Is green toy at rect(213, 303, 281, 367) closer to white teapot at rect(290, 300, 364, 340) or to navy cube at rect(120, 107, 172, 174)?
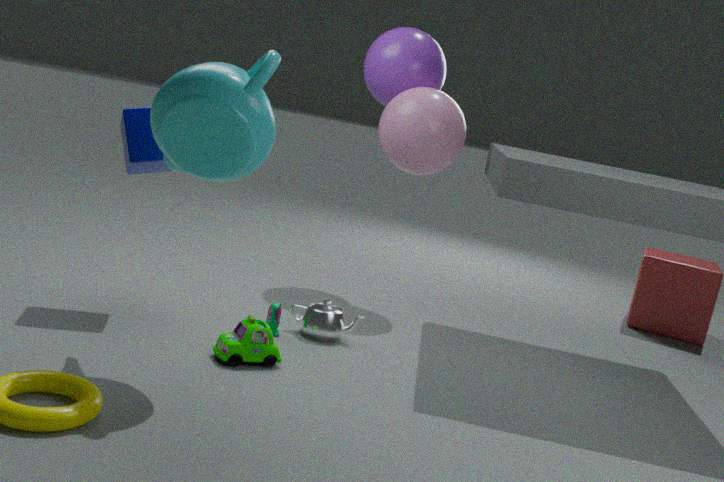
white teapot at rect(290, 300, 364, 340)
